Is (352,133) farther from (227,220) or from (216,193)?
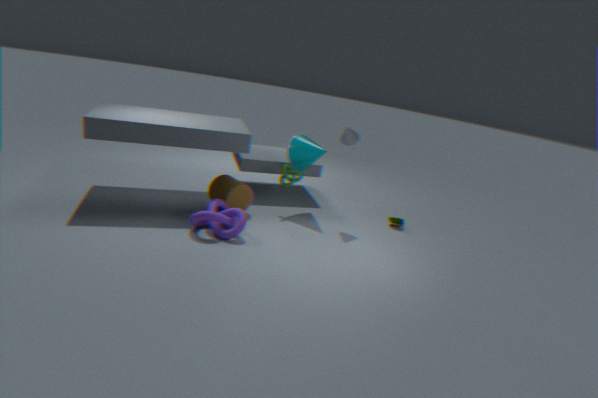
(227,220)
